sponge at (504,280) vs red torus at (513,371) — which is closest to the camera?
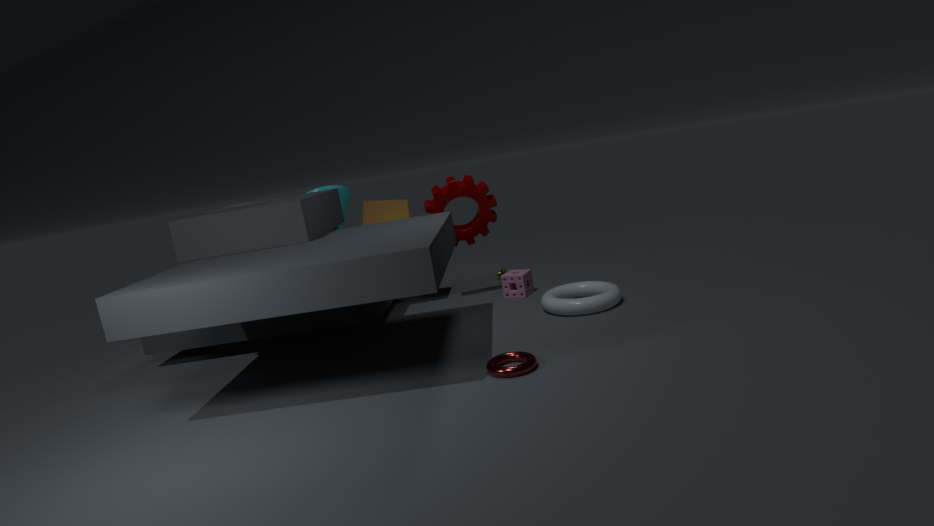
red torus at (513,371)
